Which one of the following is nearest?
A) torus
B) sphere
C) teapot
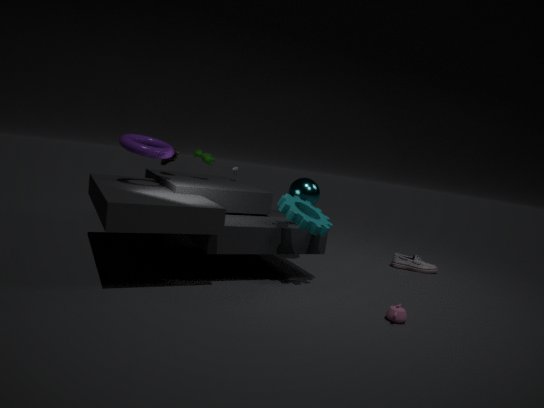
teapot
